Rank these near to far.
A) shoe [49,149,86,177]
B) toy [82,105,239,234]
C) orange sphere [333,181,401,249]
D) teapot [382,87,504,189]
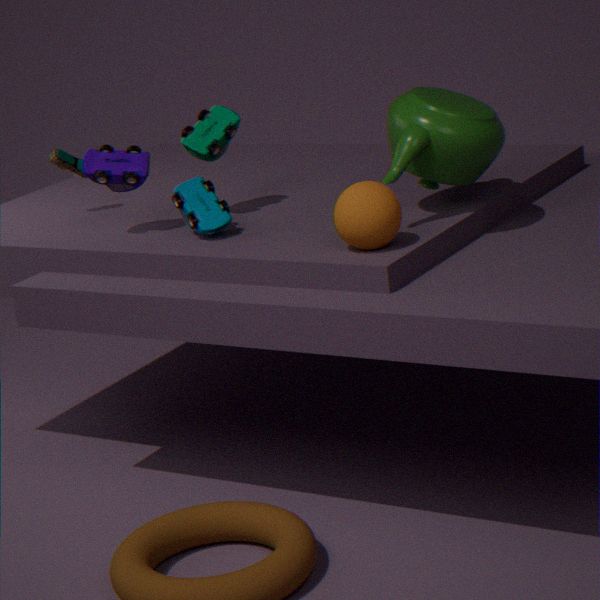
C. orange sphere [333,181,401,249] → D. teapot [382,87,504,189] → B. toy [82,105,239,234] → A. shoe [49,149,86,177]
